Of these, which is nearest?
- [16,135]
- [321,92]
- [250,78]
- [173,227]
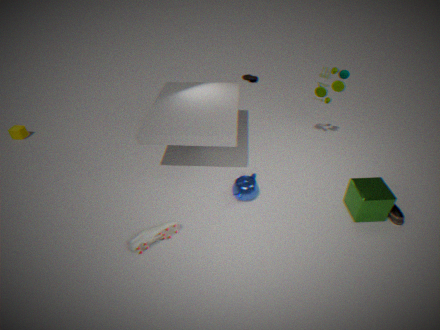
[173,227]
